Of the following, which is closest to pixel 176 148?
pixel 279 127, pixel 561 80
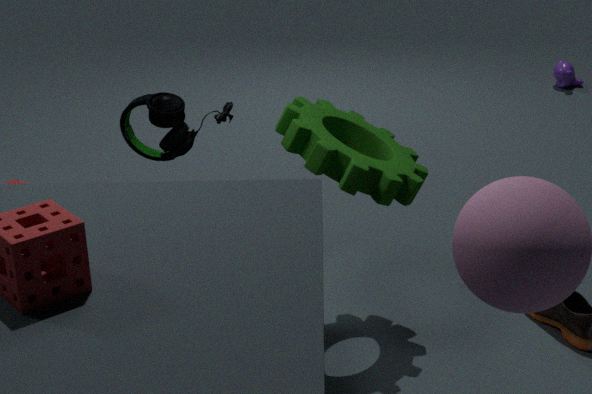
pixel 279 127
